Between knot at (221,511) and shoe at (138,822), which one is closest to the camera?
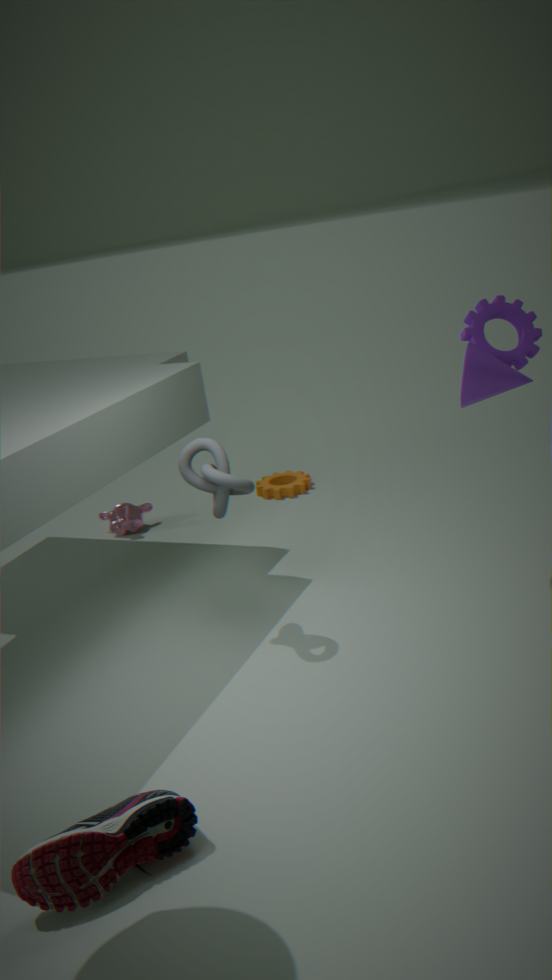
shoe at (138,822)
